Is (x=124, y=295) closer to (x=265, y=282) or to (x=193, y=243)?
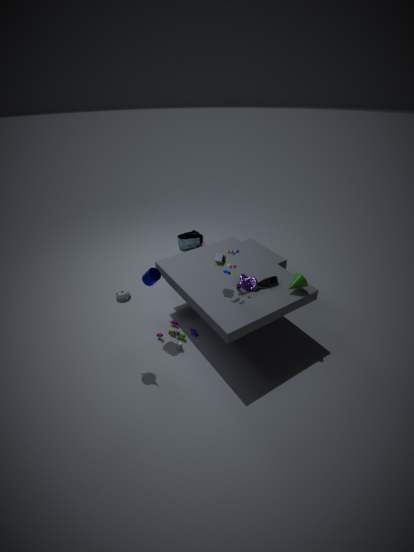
(x=265, y=282)
